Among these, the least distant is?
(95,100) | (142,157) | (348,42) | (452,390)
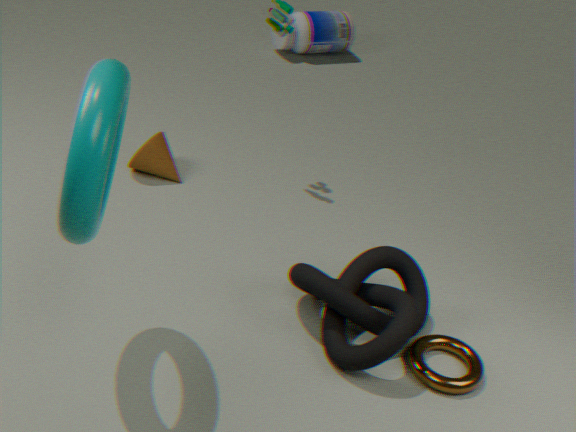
(95,100)
